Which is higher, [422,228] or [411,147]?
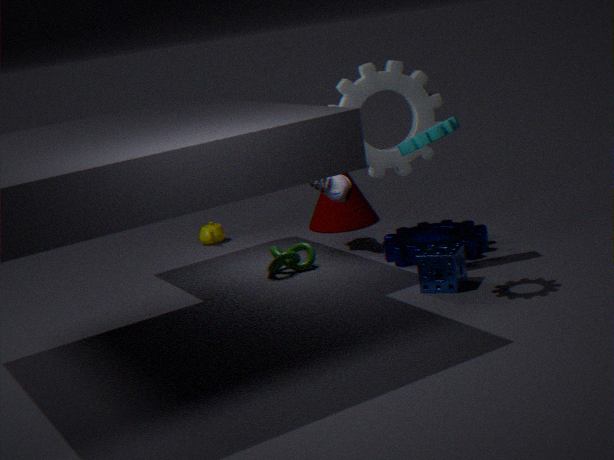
[411,147]
